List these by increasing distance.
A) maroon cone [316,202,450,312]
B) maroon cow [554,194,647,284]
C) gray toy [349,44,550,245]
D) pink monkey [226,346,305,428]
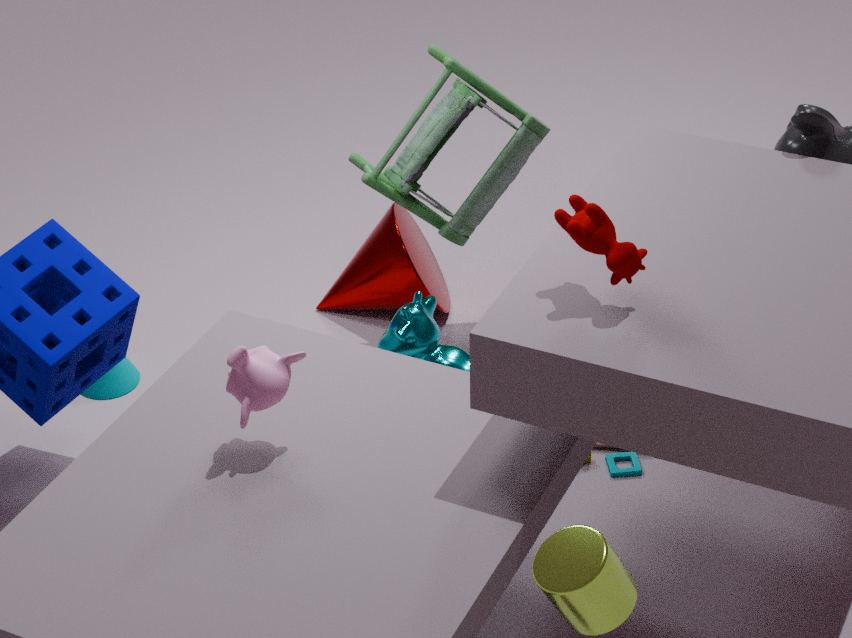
1. maroon cow [554,194,647,284]
2. pink monkey [226,346,305,428]
3. gray toy [349,44,550,245]
4. maroon cone [316,202,450,312]
